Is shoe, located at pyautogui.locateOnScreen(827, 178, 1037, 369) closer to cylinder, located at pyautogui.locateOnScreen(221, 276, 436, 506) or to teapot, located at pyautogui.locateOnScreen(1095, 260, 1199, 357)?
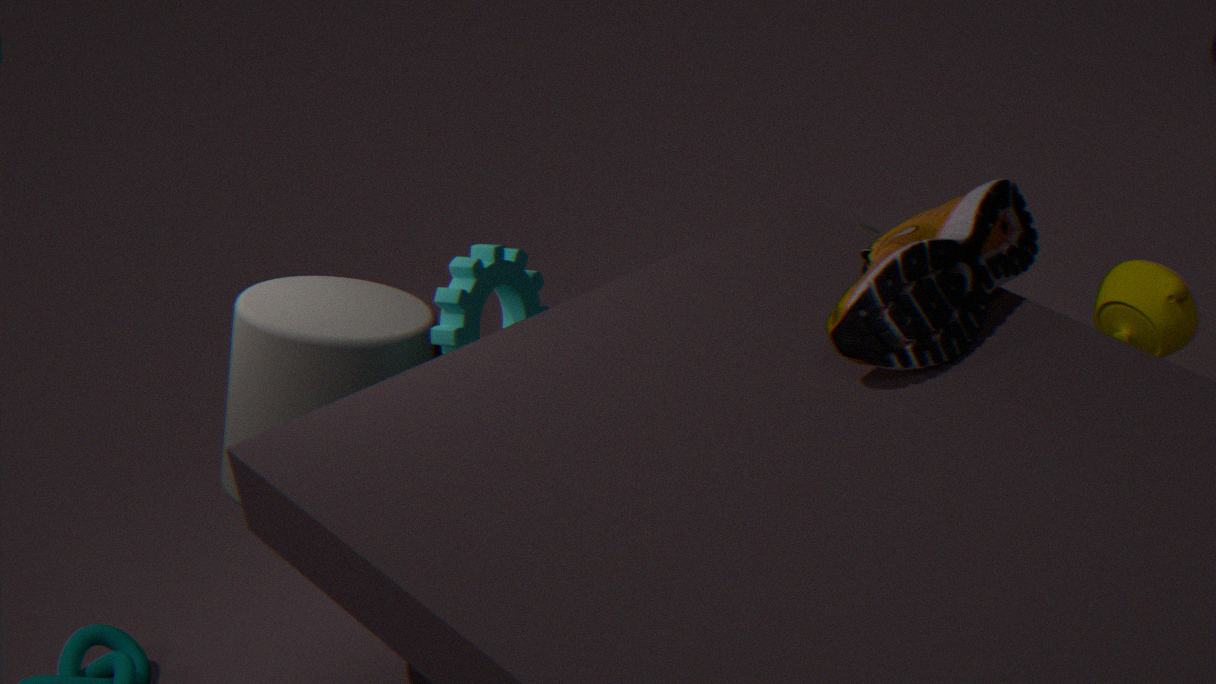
teapot, located at pyautogui.locateOnScreen(1095, 260, 1199, 357)
